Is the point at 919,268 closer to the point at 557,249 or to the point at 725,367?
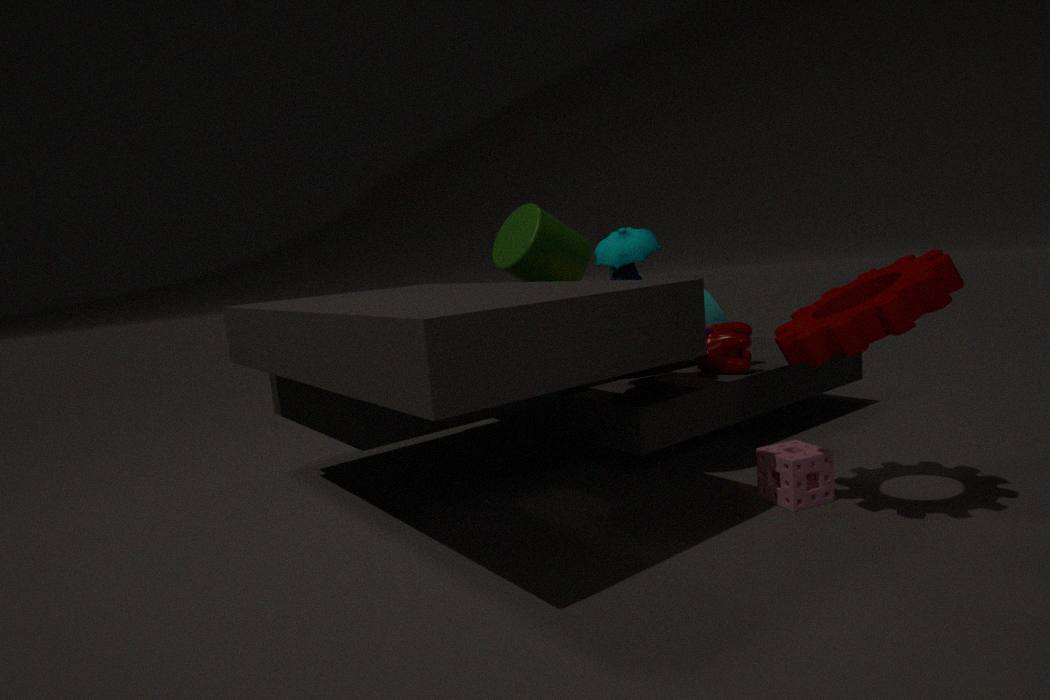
the point at 725,367
